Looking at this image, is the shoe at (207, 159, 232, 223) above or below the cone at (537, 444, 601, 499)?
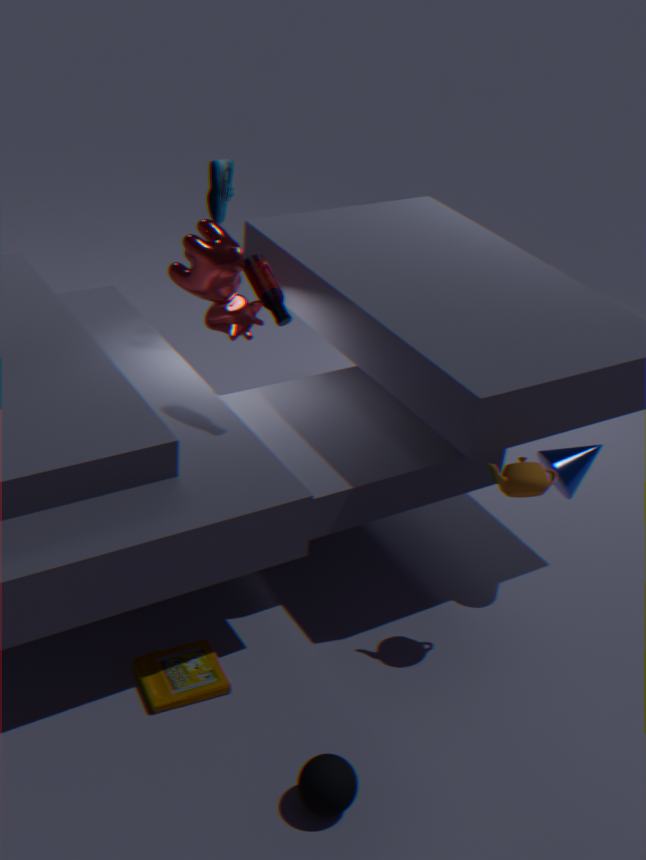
above
